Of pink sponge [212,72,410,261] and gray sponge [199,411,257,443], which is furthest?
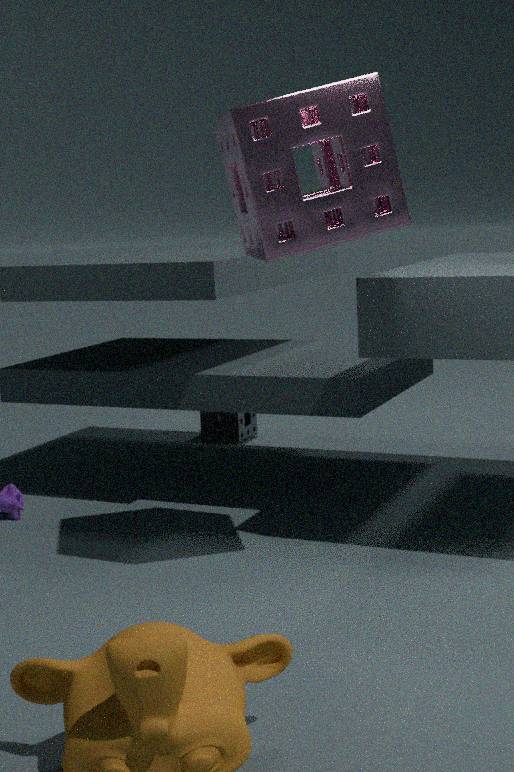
gray sponge [199,411,257,443]
